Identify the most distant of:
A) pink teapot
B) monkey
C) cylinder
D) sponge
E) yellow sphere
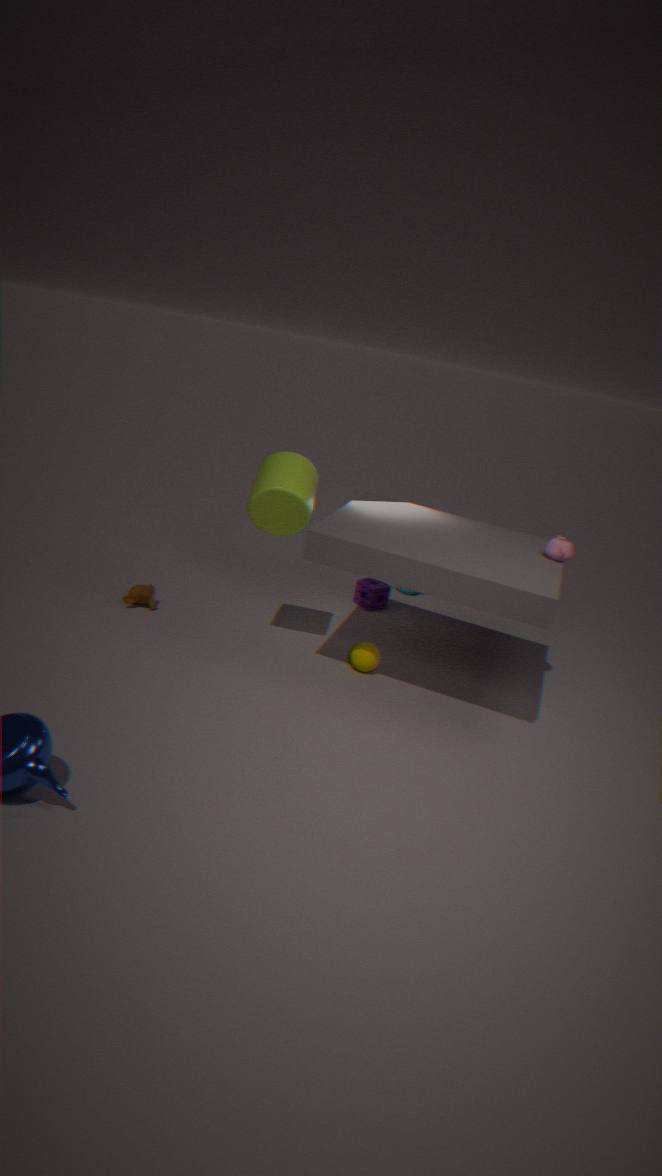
sponge
